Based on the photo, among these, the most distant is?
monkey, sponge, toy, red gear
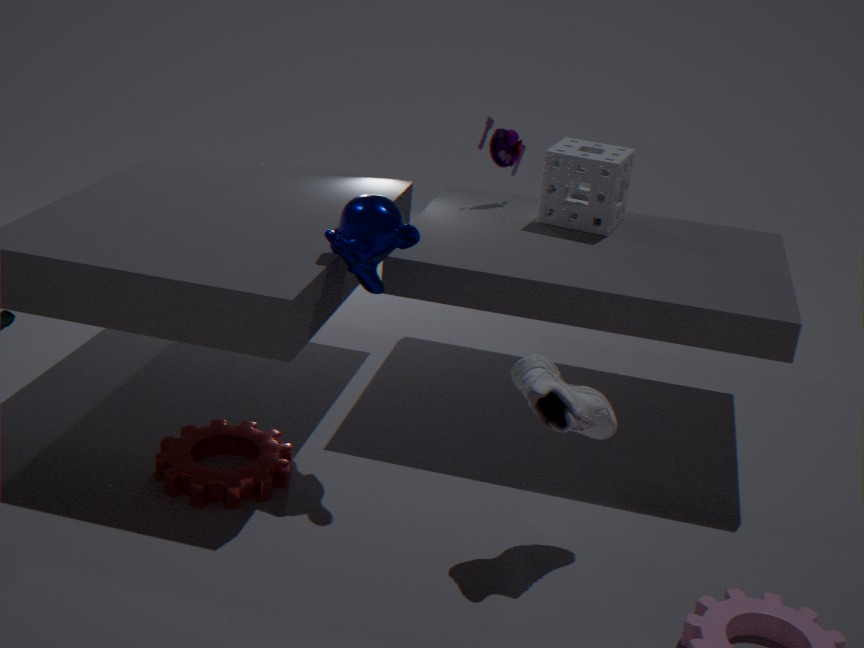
toy
